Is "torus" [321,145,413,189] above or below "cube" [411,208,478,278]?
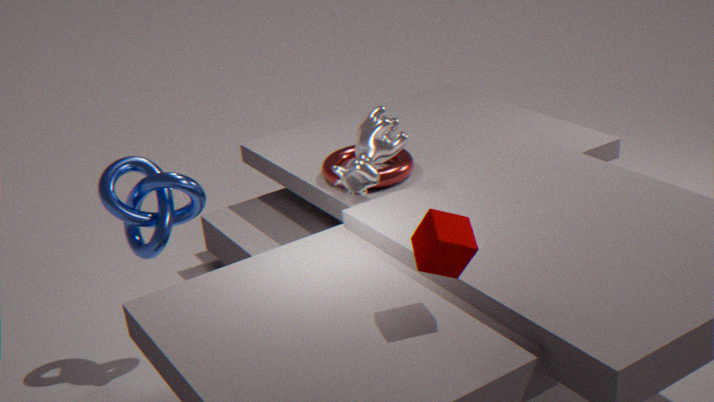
below
